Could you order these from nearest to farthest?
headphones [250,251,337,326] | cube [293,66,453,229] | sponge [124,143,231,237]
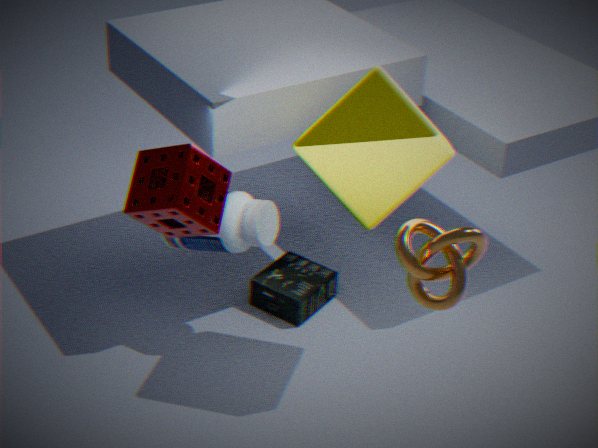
sponge [124,143,231,237] < cube [293,66,453,229] < headphones [250,251,337,326]
